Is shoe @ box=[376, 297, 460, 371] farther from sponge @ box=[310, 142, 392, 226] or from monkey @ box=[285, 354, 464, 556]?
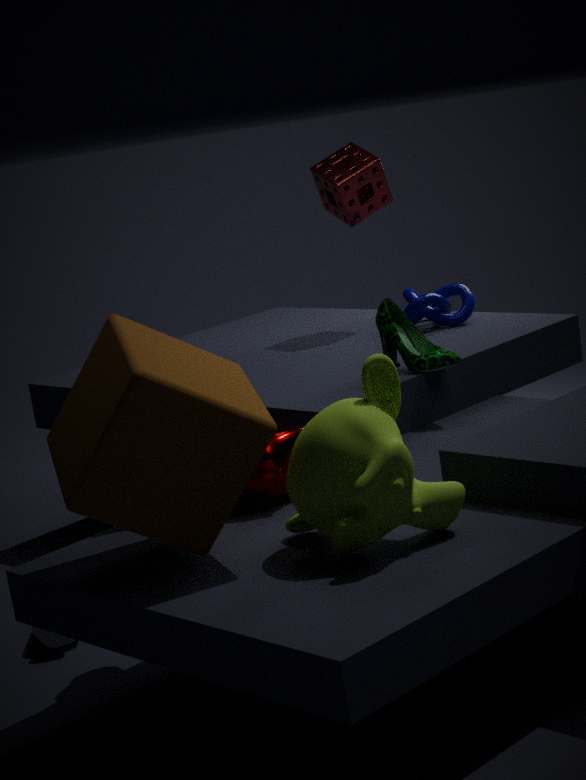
→ monkey @ box=[285, 354, 464, 556]
